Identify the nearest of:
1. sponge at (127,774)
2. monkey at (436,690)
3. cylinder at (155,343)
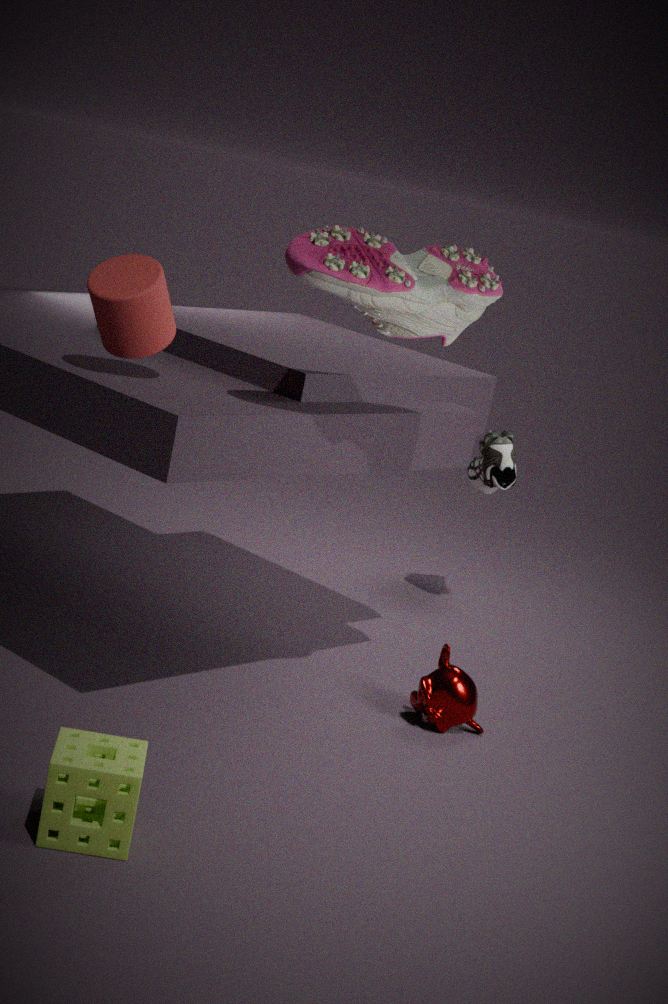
sponge at (127,774)
